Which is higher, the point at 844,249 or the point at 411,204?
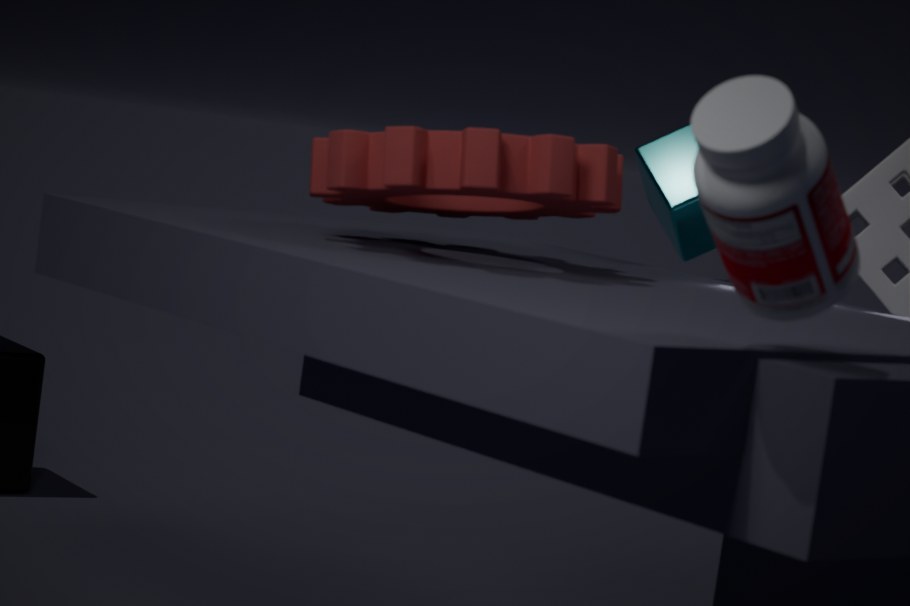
the point at 844,249
